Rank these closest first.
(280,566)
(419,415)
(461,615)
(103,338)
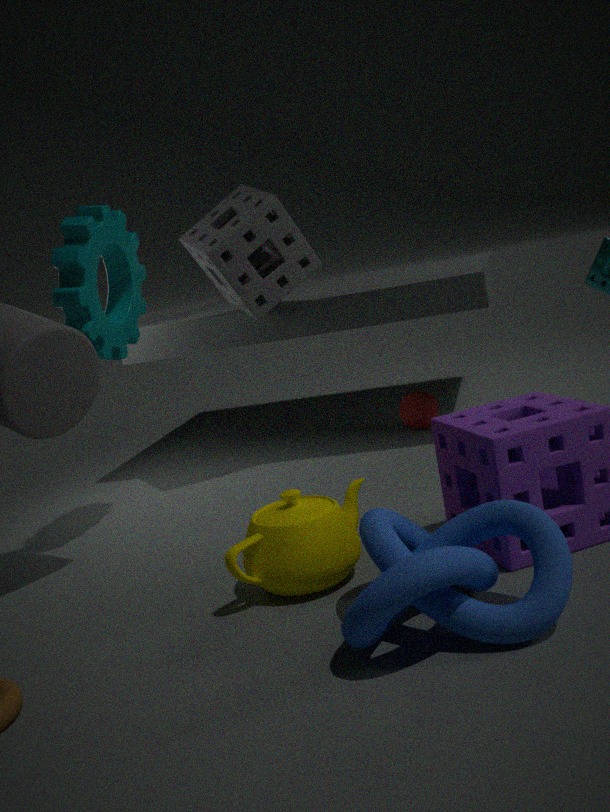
(461,615) → (280,566) → (103,338) → (419,415)
